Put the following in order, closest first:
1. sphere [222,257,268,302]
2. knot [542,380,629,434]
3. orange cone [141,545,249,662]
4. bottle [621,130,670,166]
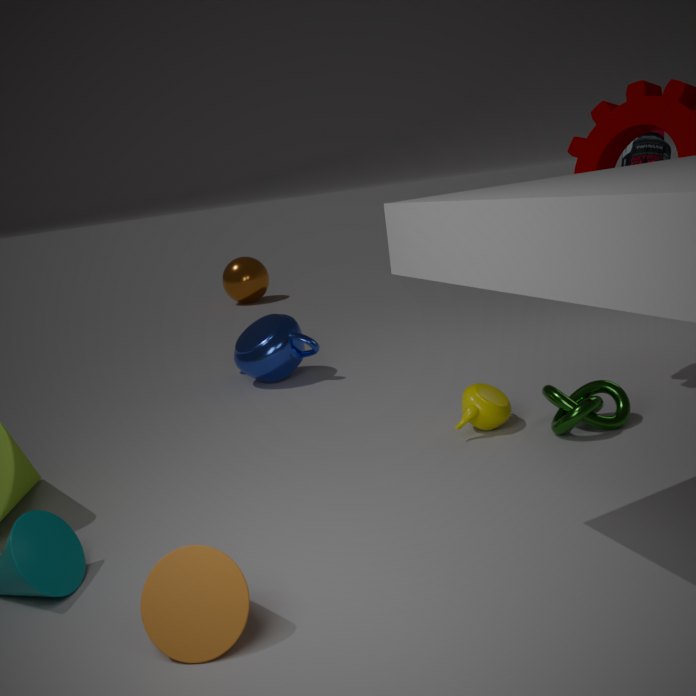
orange cone [141,545,249,662] → knot [542,380,629,434] → bottle [621,130,670,166] → sphere [222,257,268,302]
